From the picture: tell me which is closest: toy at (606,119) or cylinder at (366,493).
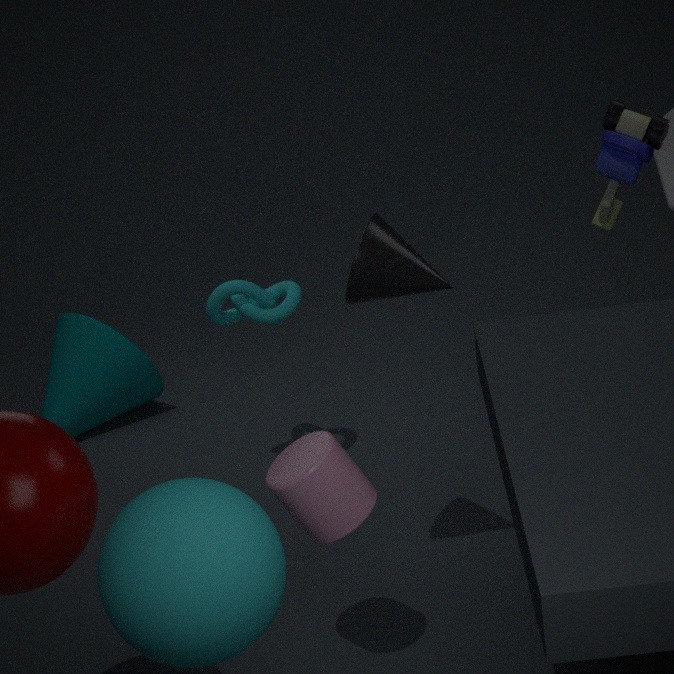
cylinder at (366,493)
